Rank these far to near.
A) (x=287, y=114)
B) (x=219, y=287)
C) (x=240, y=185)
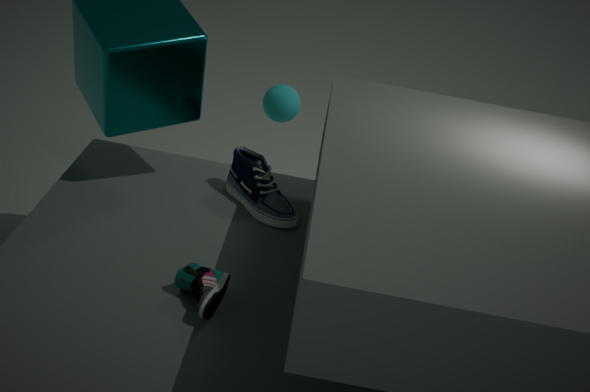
(x=287, y=114) → (x=240, y=185) → (x=219, y=287)
